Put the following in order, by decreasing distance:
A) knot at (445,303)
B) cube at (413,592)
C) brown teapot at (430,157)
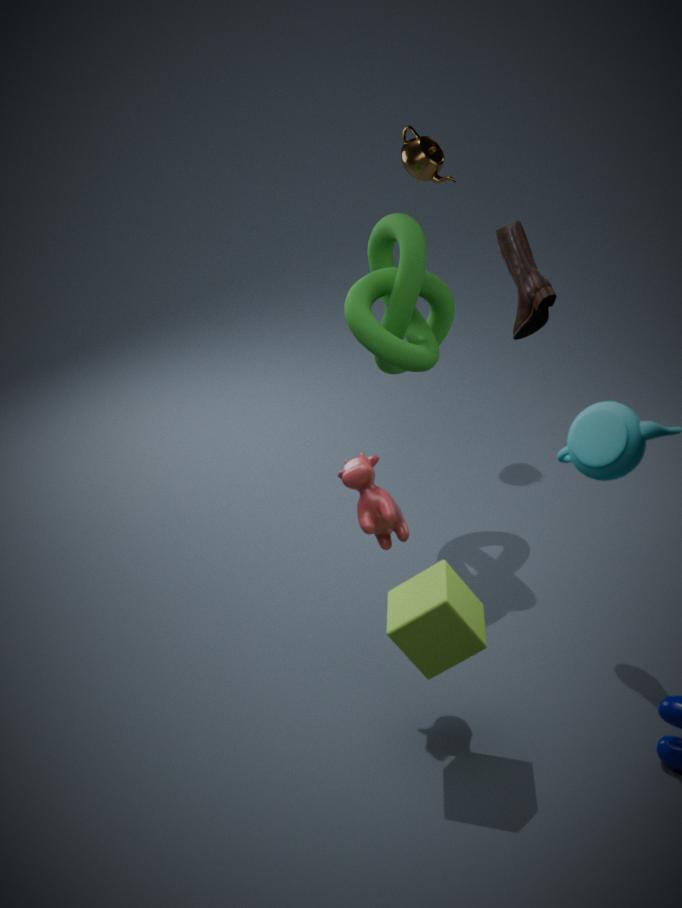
1. brown teapot at (430,157)
2. knot at (445,303)
3. cube at (413,592)
